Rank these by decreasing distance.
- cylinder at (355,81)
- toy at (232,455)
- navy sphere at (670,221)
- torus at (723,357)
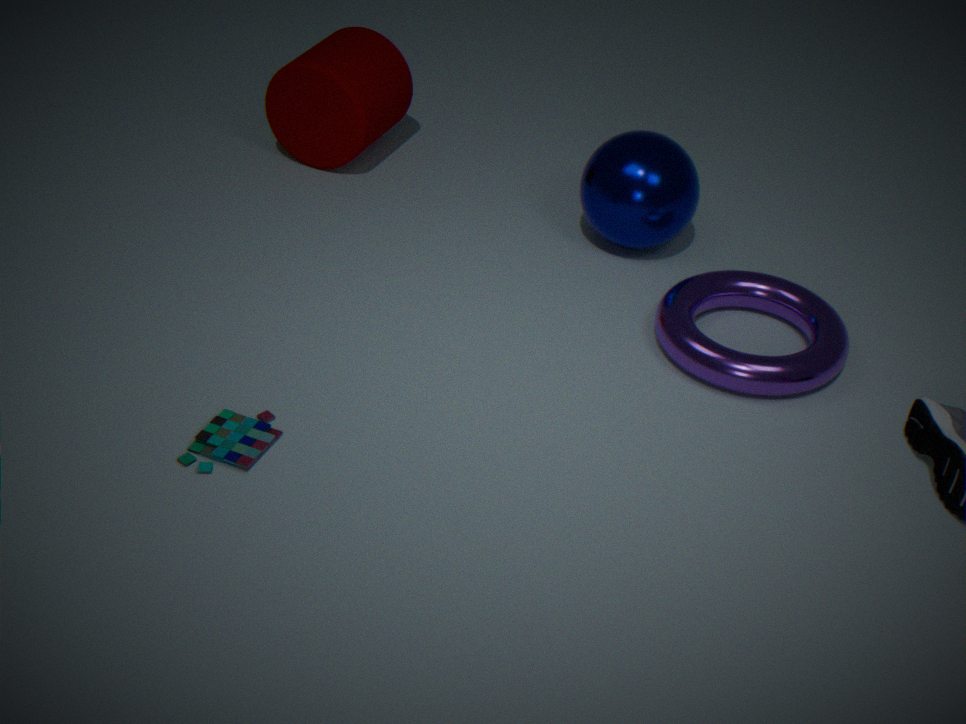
cylinder at (355,81)
navy sphere at (670,221)
torus at (723,357)
toy at (232,455)
